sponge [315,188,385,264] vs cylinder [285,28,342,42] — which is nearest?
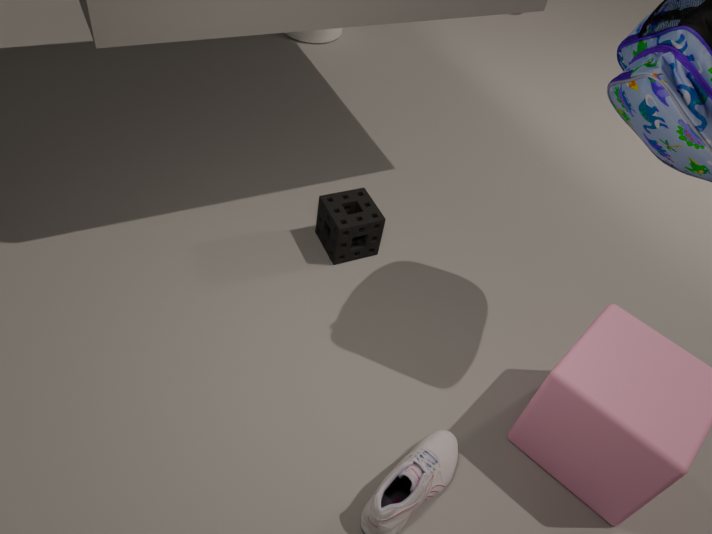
sponge [315,188,385,264]
